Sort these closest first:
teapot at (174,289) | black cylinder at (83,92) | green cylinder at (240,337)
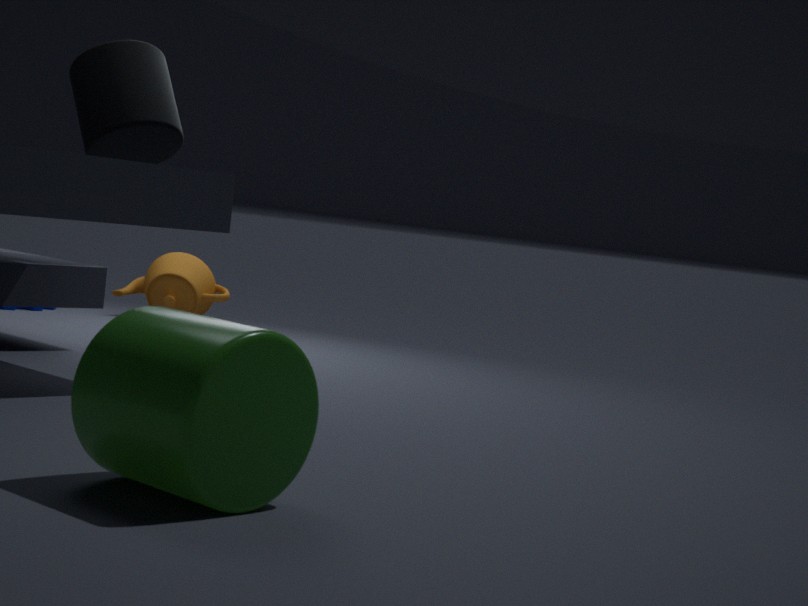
green cylinder at (240,337), black cylinder at (83,92), teapot at (174,289)
